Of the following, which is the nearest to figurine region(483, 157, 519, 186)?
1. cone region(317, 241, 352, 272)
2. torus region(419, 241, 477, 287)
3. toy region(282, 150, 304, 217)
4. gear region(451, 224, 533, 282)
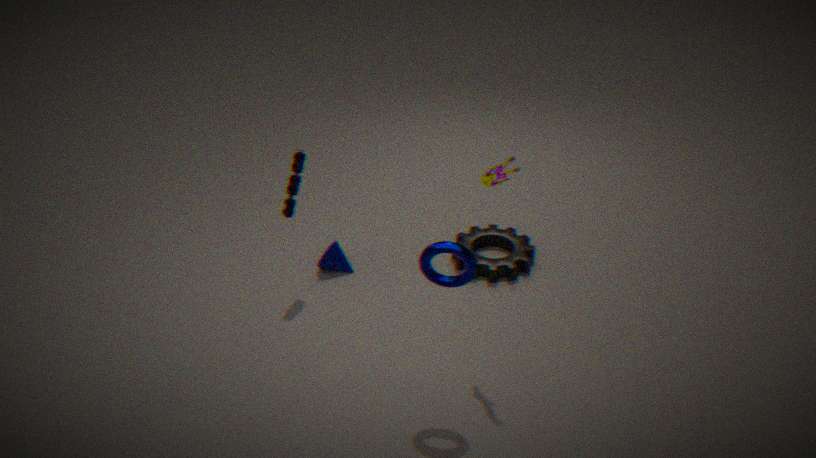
torus region(419, 241, 477, 287)
